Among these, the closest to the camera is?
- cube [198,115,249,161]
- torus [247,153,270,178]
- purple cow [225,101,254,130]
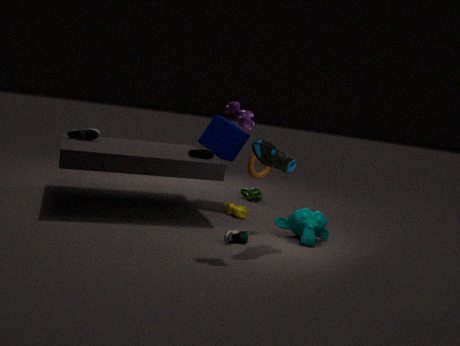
purple cow [225,101,254,130]
